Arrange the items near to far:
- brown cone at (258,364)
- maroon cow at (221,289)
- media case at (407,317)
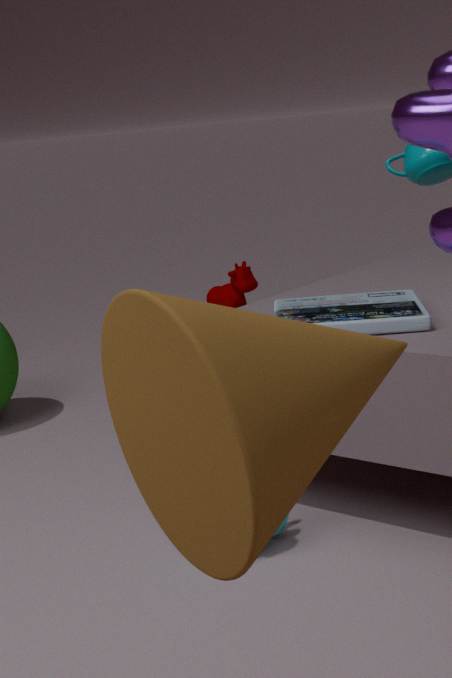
brown cone at (258,364)
media case at (407,317)
maroon cow at (221,289)
